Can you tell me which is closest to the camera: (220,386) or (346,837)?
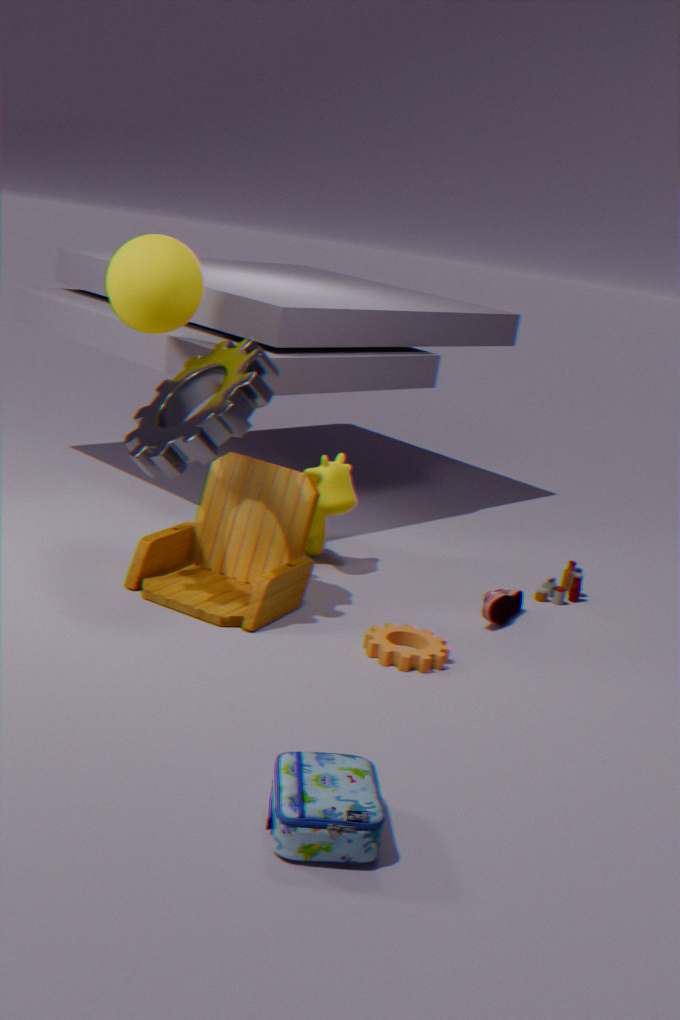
(346,837)
